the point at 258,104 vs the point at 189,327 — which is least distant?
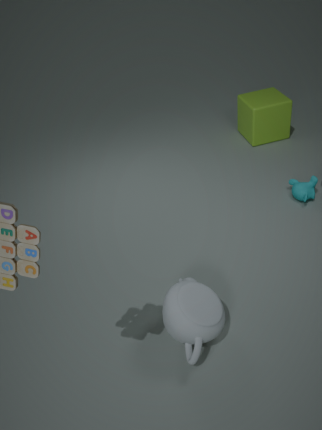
the point at 189,327
